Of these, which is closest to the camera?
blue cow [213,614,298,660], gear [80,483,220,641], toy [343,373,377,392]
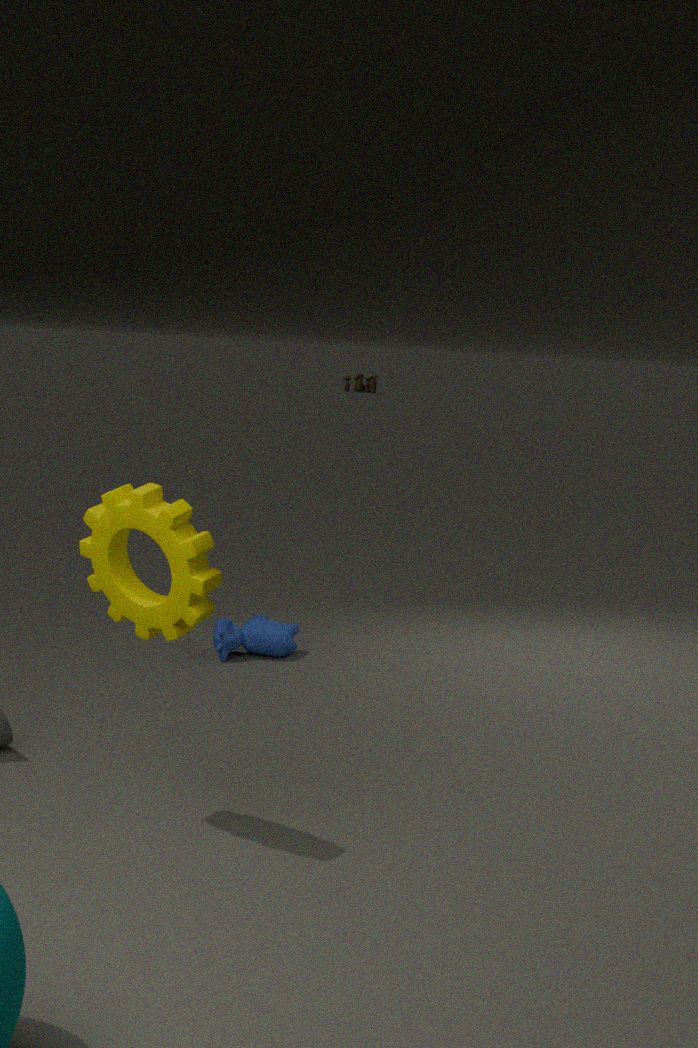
gear [80,483,220,641]
